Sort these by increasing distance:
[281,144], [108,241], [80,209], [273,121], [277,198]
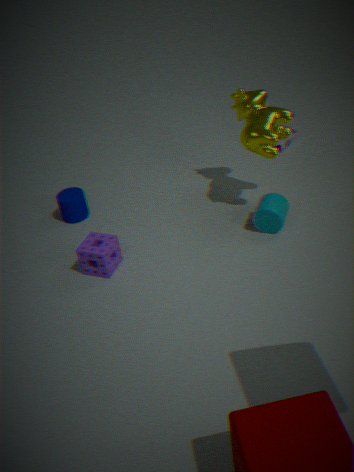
[108,241], [273,121], [277,198], [80,209], [281,144]
